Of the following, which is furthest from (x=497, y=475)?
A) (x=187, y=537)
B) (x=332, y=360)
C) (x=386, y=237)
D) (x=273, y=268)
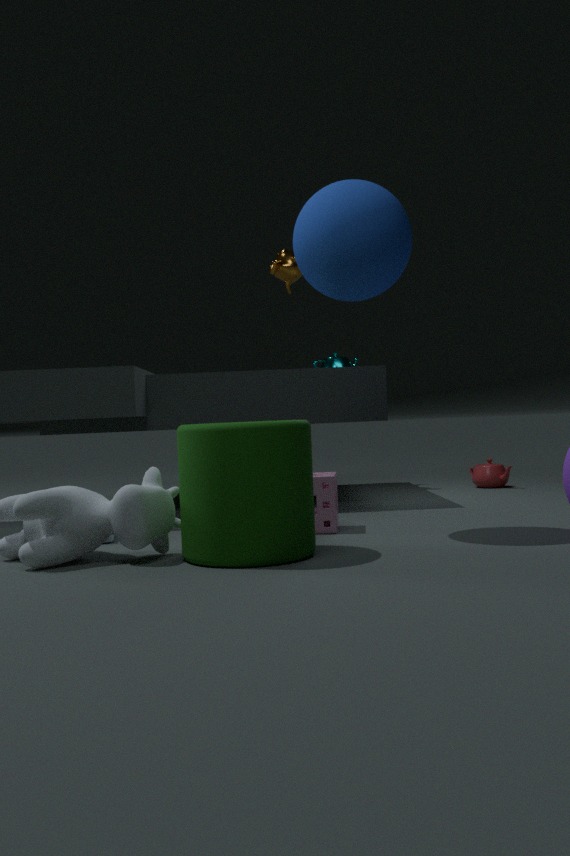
(x=187, y=537)
